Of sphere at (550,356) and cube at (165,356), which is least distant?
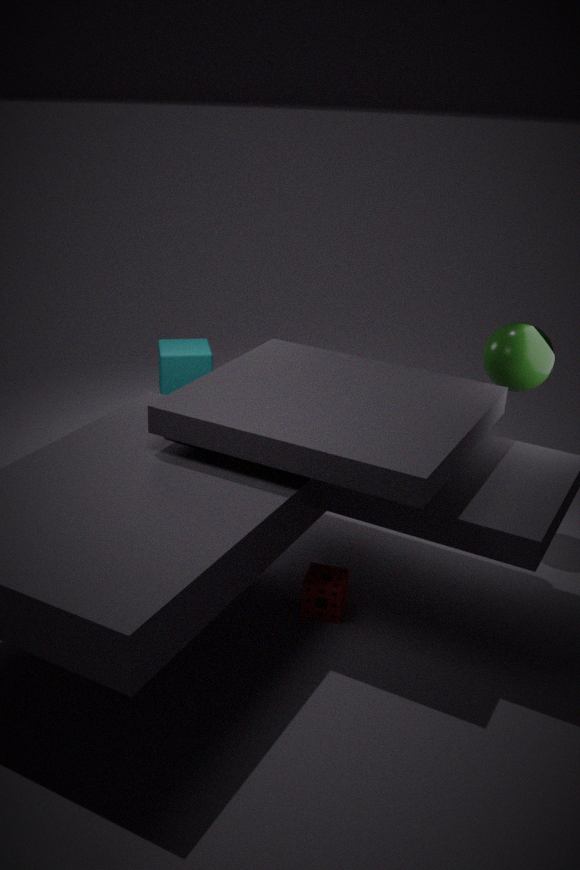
sphere at (550,356)
